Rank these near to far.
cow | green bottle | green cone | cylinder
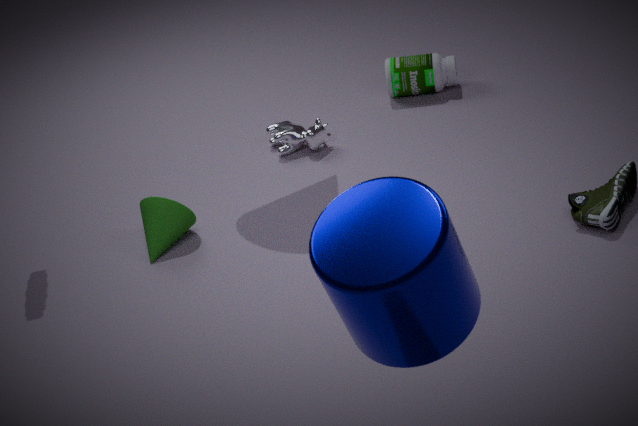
1. cylinder
2. green cone
3. cow
4. green bottle
